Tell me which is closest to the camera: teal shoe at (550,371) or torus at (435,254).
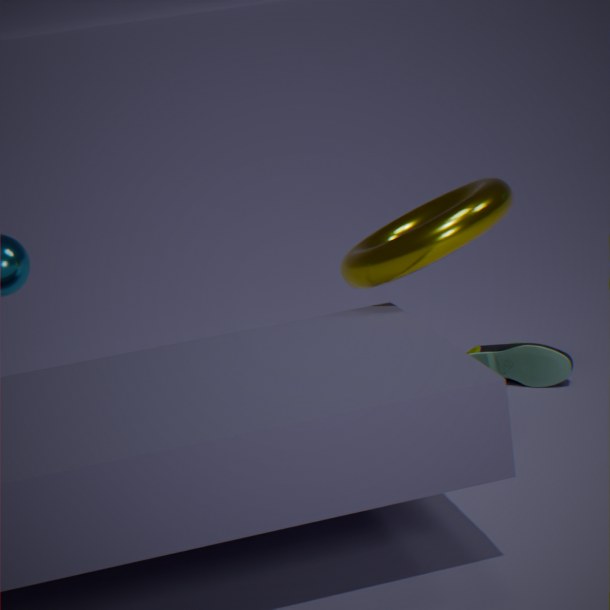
torus at (435,254)
